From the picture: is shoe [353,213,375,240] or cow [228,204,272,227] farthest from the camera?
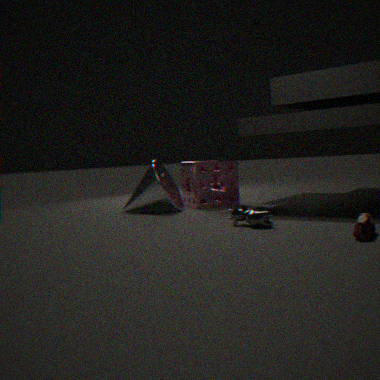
cow [228,204,272,227]
